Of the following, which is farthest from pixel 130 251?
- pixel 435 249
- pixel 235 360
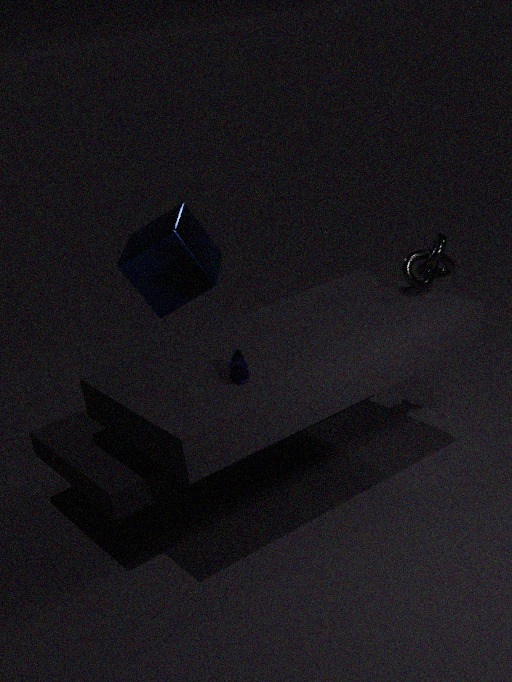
pixel 435 249
